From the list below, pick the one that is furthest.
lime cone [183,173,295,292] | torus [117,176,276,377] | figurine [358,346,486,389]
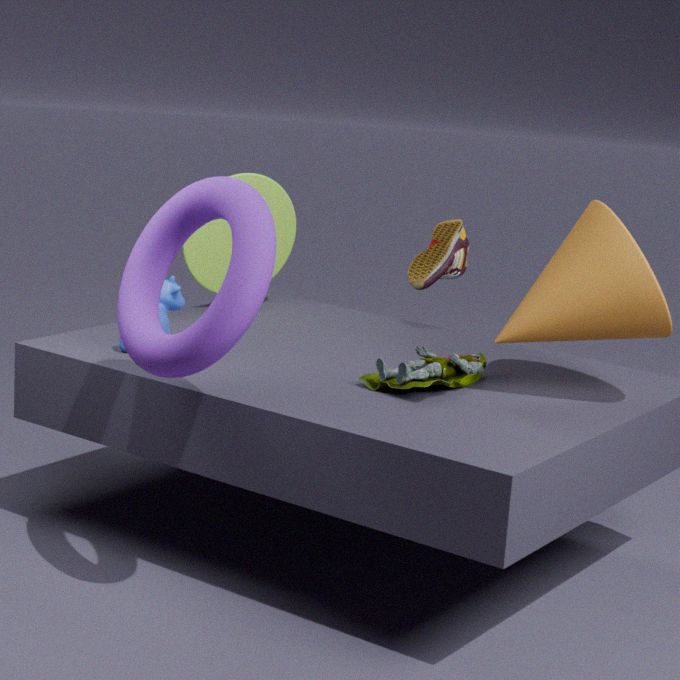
lime cone [183,173,295,292]
